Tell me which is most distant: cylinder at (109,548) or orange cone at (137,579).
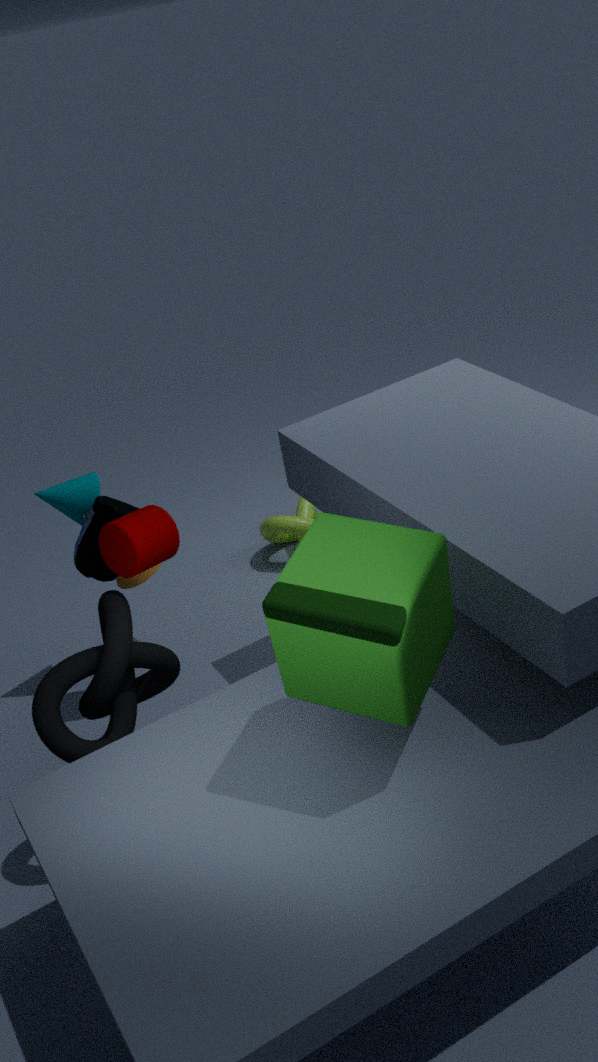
orange cone at (137,579)
